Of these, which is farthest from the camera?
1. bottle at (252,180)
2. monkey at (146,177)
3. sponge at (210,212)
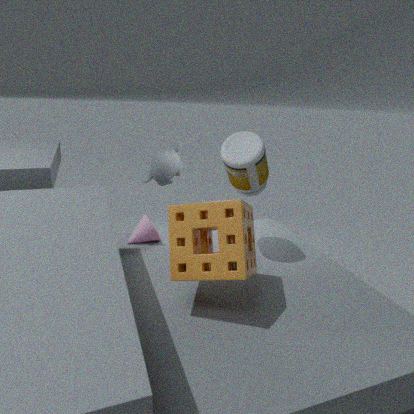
monkey at (146,177)
